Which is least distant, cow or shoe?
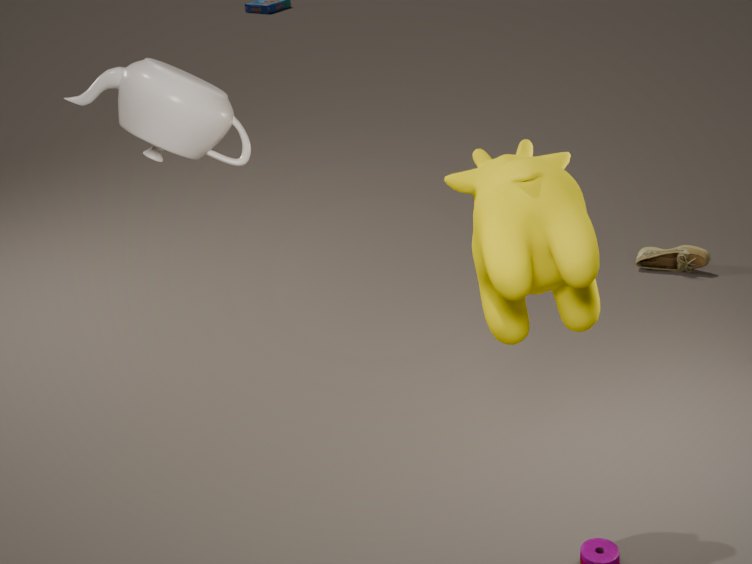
cow
